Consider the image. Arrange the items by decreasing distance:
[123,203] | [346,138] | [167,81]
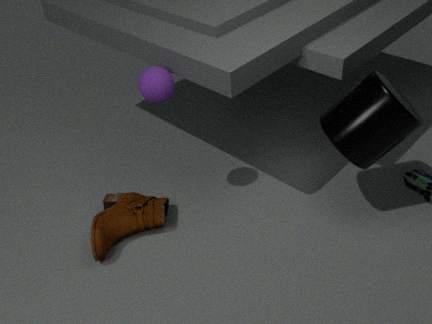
[123,203], [167,81], [346,138]
